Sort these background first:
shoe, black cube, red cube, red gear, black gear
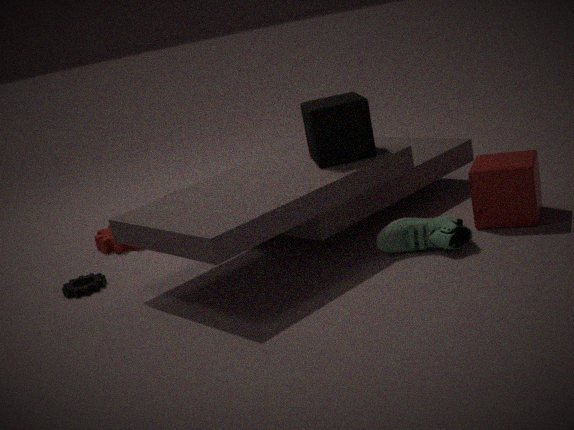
red gear, black gear, black cube, red cube, shoe
